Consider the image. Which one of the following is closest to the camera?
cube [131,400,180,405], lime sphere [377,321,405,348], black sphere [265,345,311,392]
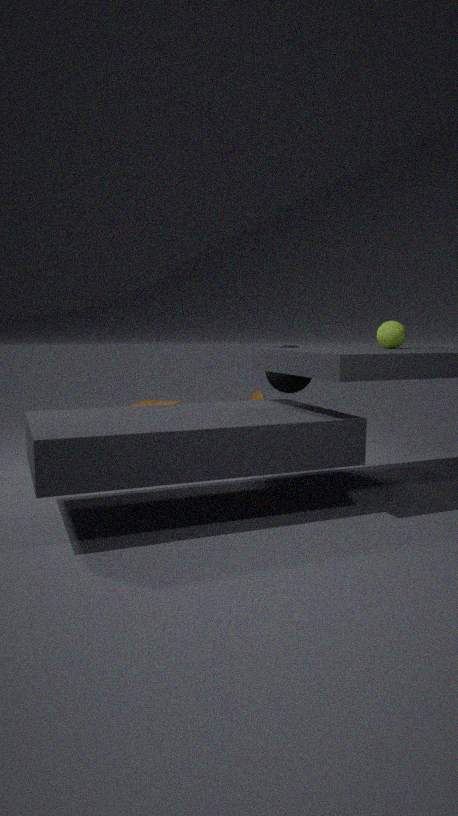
lime sphere [377,321,405,348]
